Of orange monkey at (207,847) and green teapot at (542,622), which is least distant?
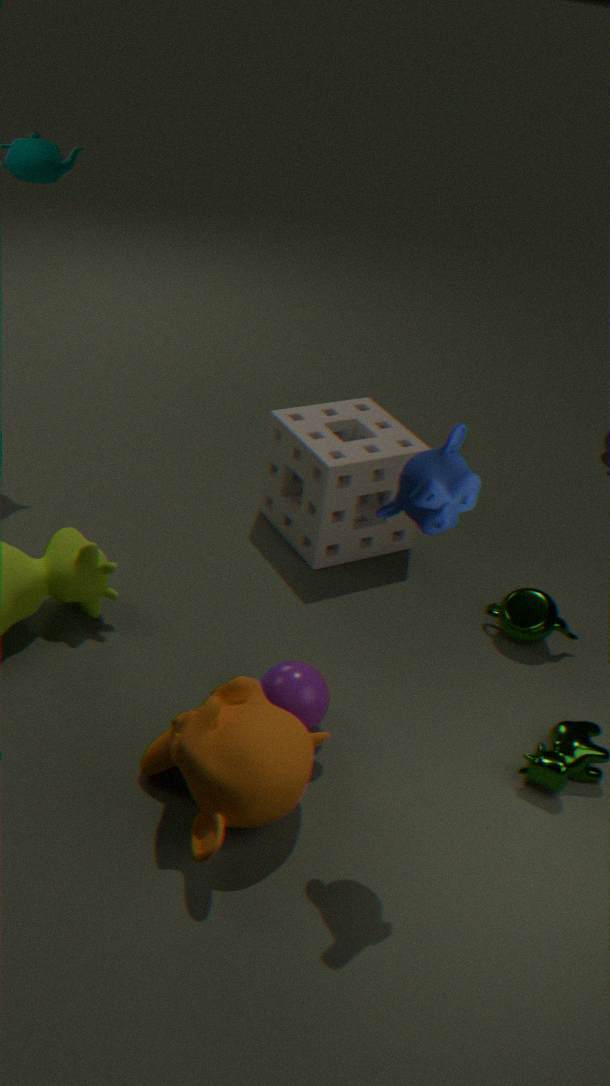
orange monkey at (207,847)
